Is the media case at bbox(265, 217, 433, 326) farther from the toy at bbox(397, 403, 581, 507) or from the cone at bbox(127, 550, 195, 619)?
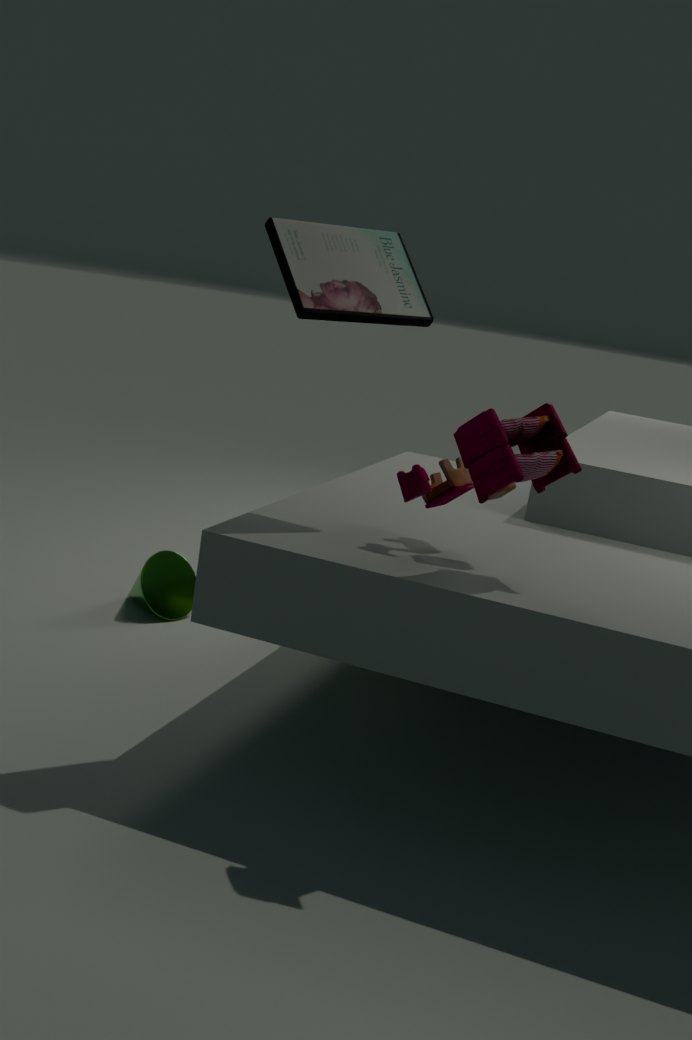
the cone at bbox(127, 550, 195, 619)
